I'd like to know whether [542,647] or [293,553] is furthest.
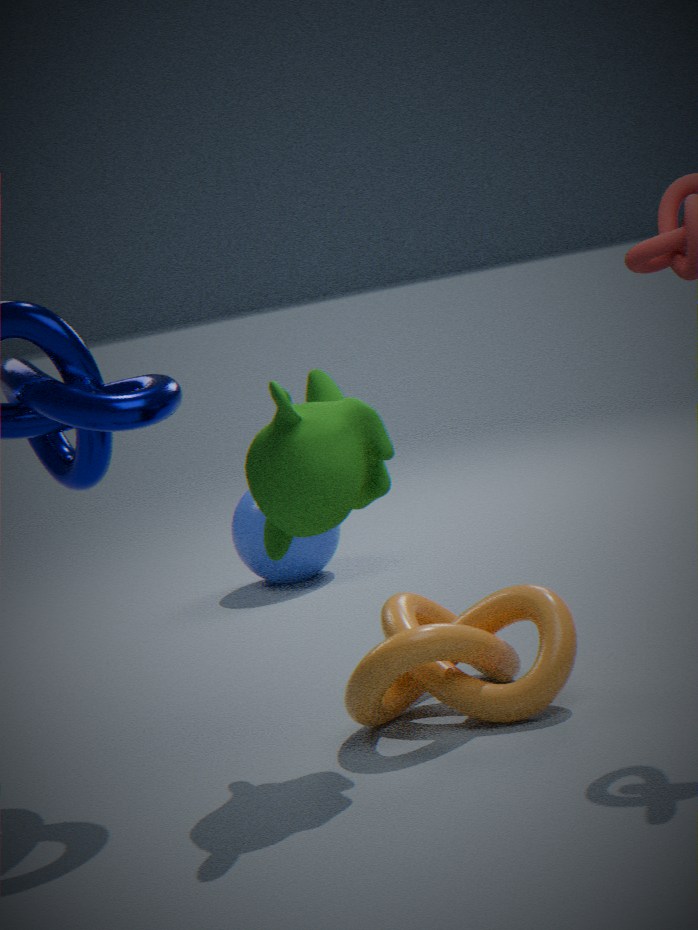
[293,553]
